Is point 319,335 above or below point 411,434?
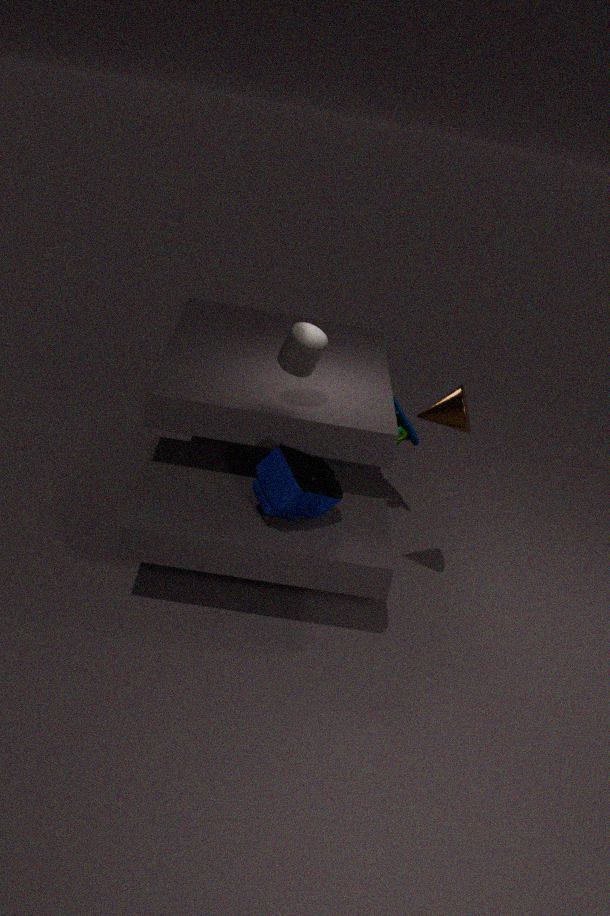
above
